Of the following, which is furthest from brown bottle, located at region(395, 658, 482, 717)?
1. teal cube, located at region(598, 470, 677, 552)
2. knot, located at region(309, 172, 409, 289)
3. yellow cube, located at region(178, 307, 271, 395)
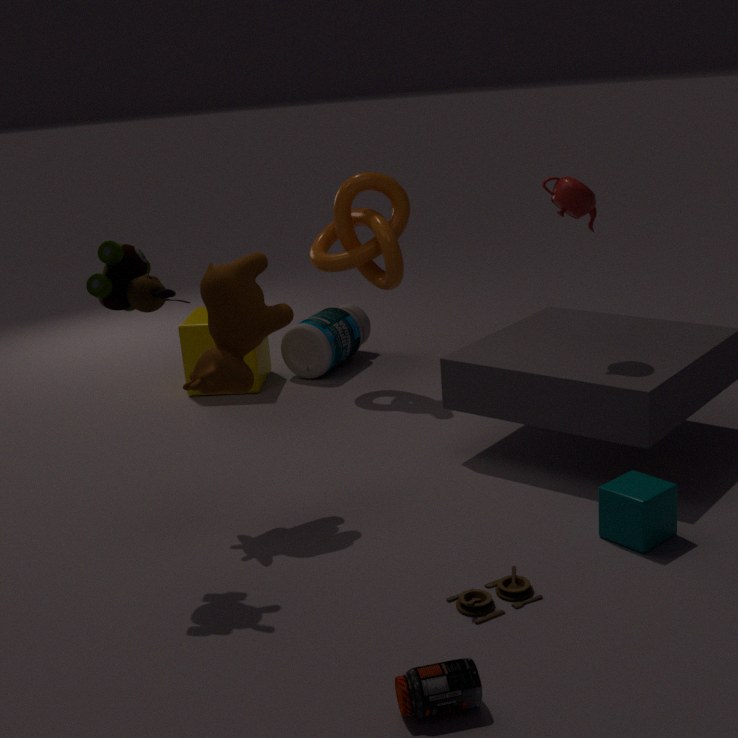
yellow cube, located at region(178, 307, 271, 395)
